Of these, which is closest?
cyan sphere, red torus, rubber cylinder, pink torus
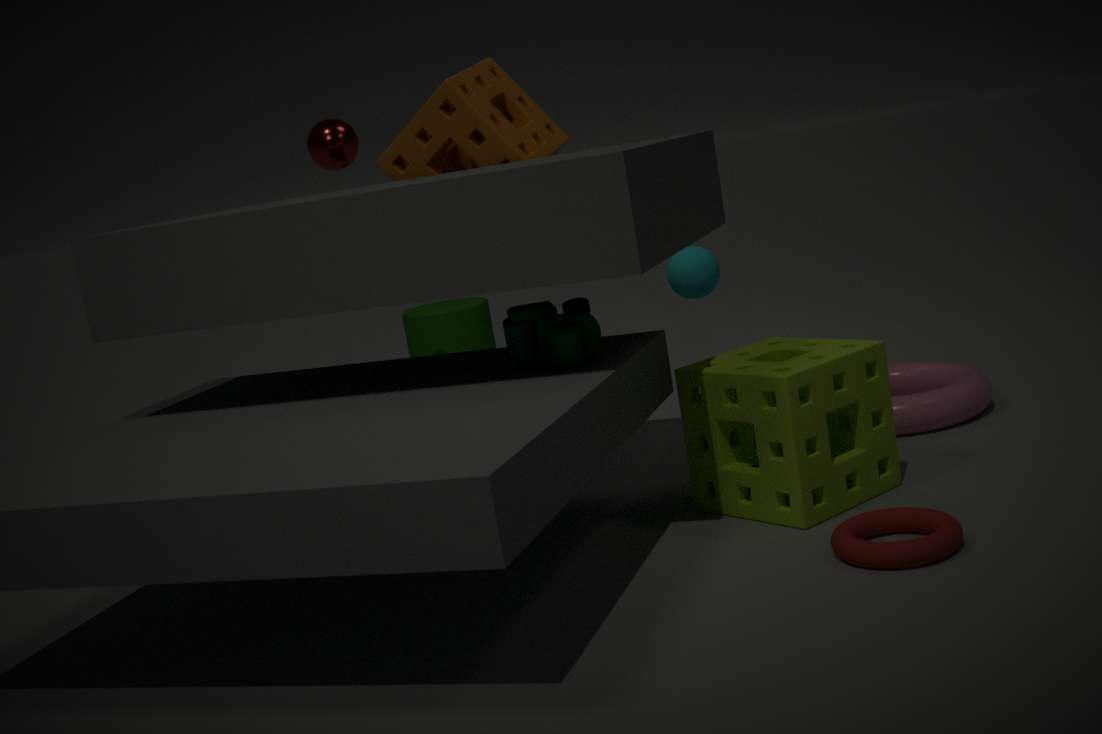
red torus
